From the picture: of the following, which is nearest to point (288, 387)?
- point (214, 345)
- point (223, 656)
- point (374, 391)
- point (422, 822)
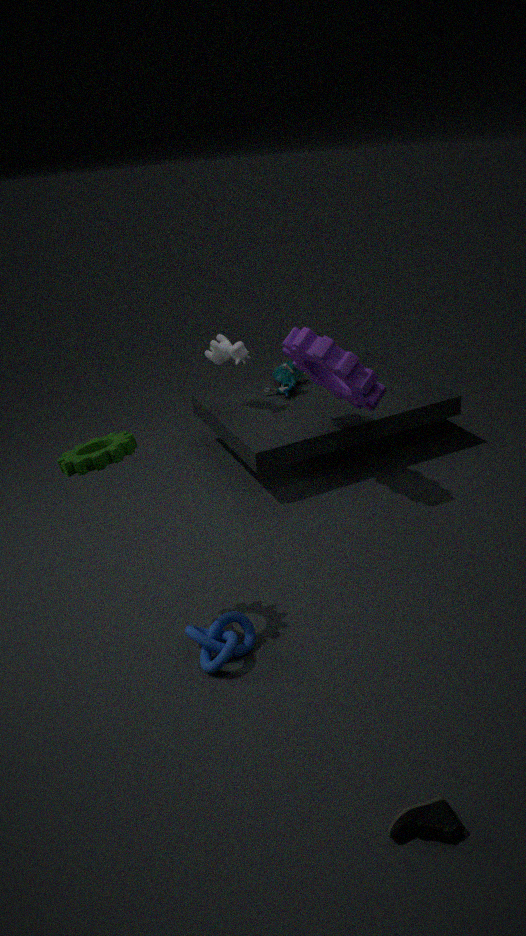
point (214, 345)
